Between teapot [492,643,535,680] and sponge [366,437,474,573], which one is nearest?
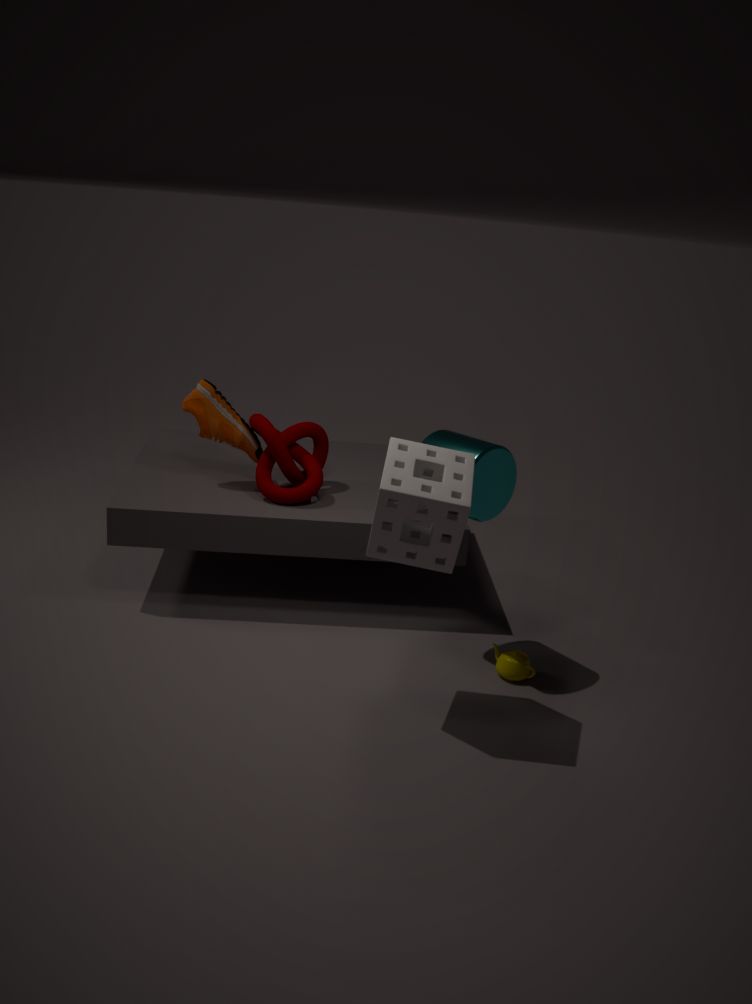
sponge [366,437,474,573]
